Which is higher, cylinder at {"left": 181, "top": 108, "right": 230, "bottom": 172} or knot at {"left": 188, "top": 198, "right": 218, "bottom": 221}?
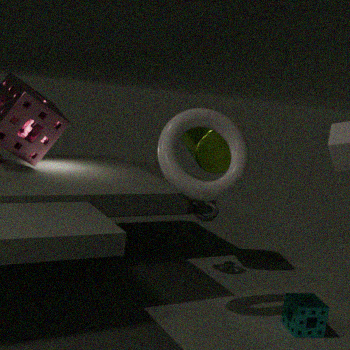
cylinder at {"left": 181, "top": 108, "right": 230, "bottom": 172}
